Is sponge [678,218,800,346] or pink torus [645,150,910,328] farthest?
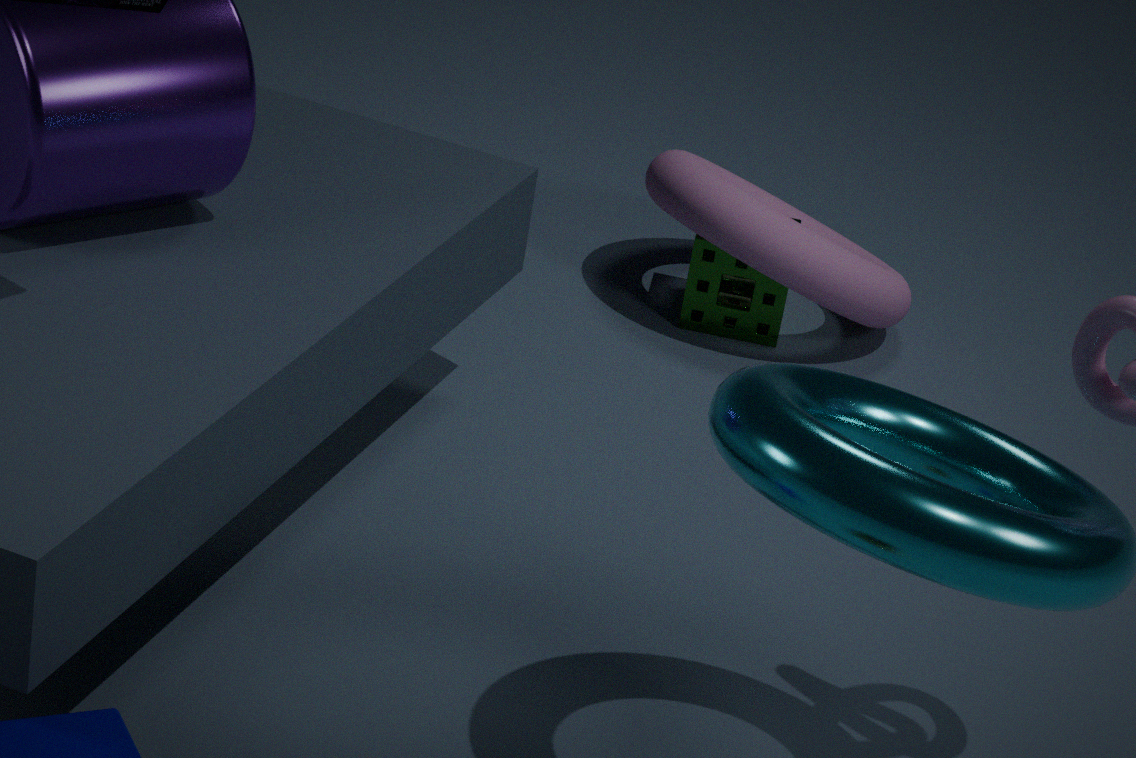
sponge [678,218,800,346]
